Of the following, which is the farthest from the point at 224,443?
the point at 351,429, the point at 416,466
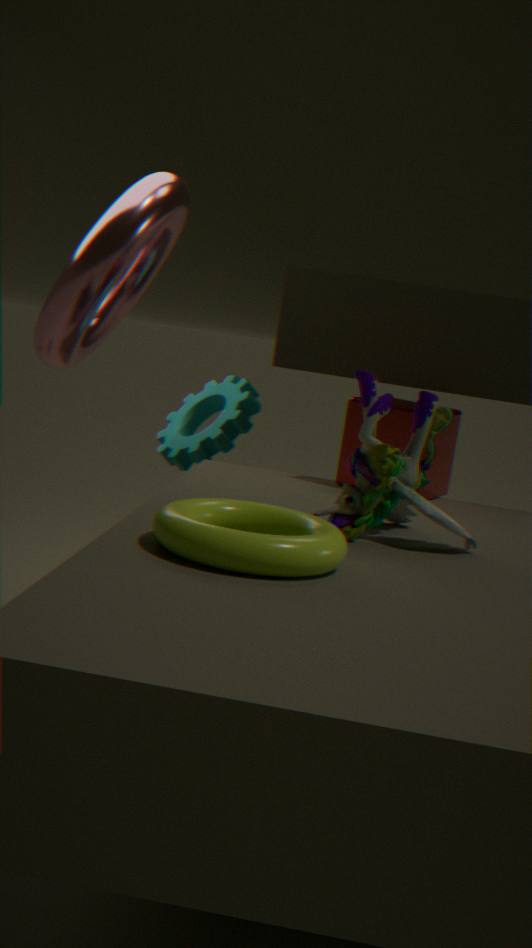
the point at 416,466
